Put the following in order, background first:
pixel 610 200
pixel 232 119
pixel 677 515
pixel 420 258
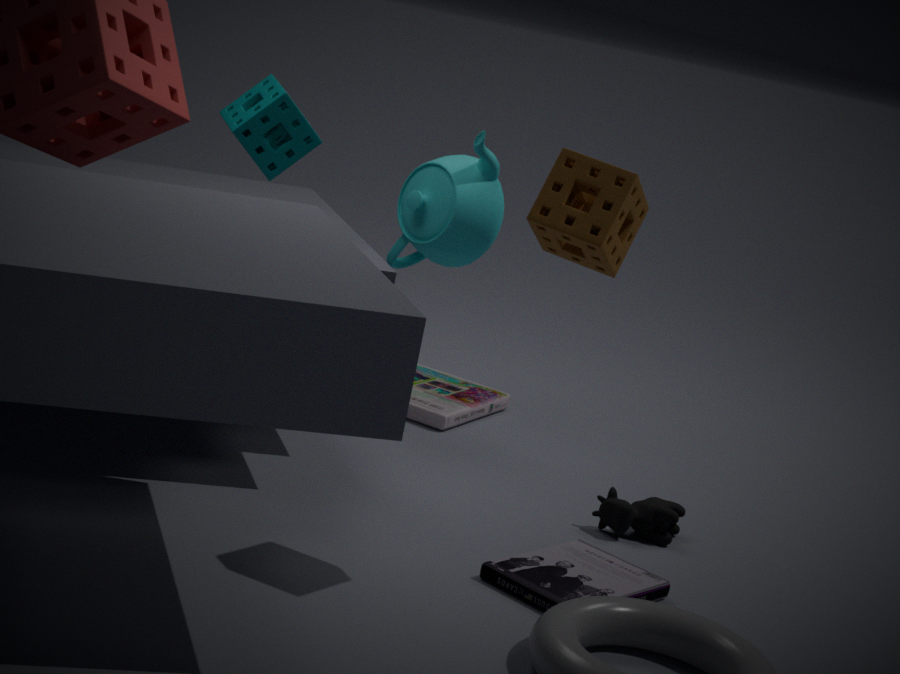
1. pixel 420 258
2. pixel 232 119
3. pixel 677 515
4. pixel 610 200
